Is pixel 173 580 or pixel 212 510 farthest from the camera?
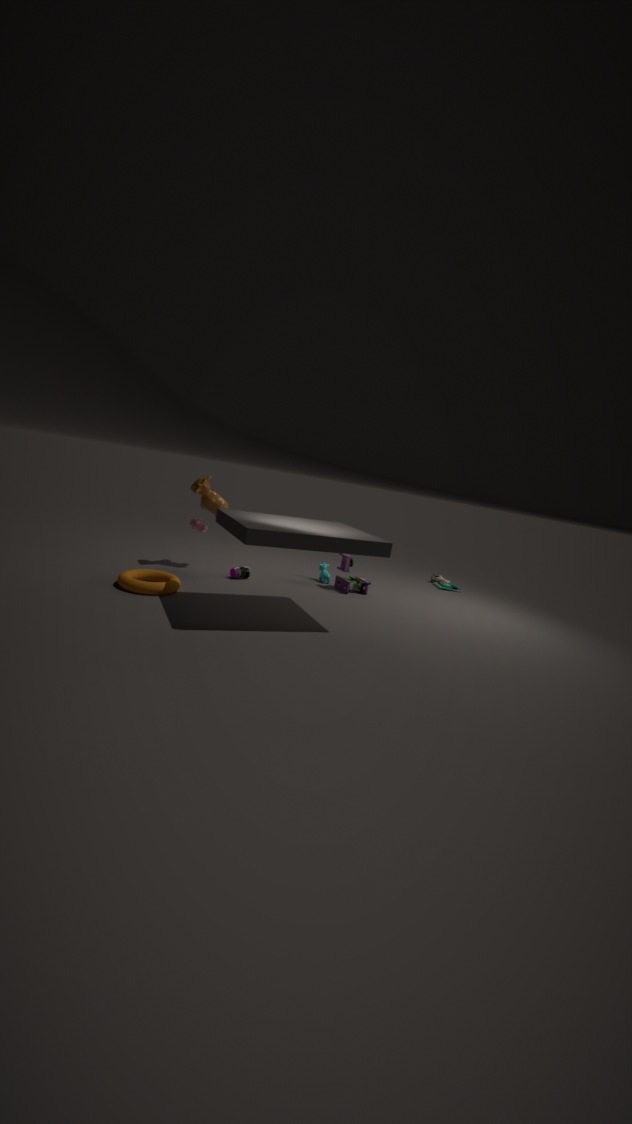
pixel 212 510
